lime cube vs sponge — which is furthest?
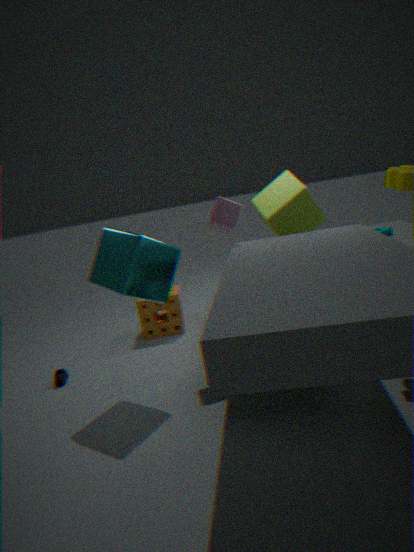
sponge
